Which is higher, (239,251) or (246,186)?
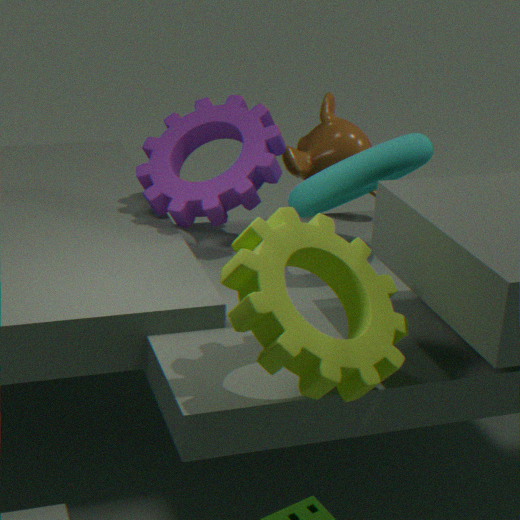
(246,186)
